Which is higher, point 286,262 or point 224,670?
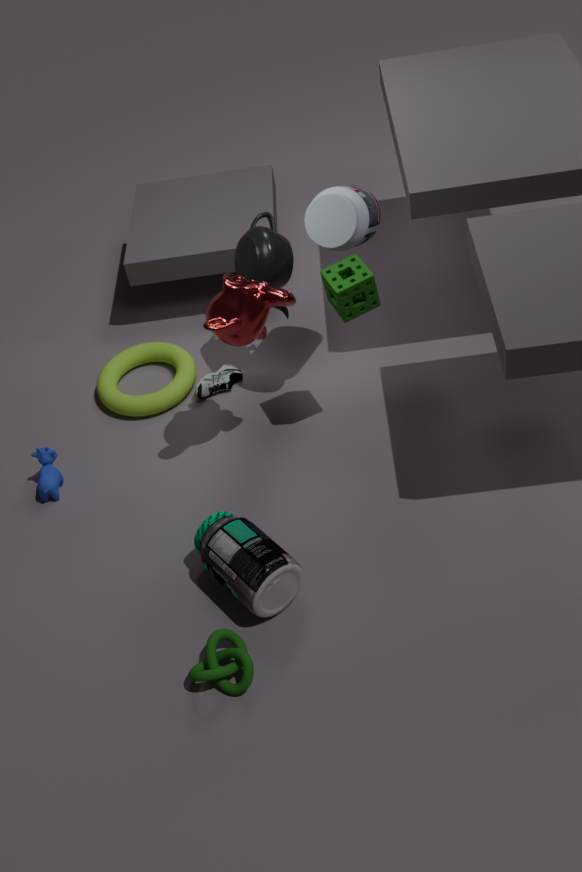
point 286,262
